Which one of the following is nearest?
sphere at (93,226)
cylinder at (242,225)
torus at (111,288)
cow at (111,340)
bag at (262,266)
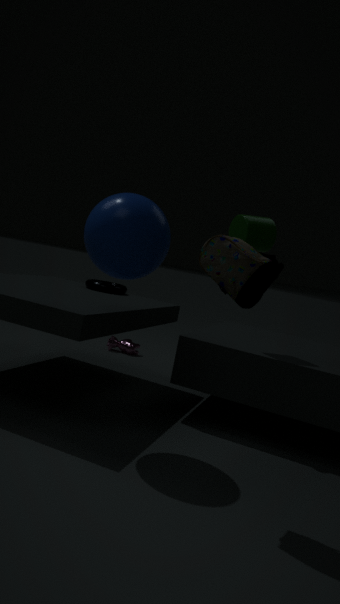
bag at (262,266)
